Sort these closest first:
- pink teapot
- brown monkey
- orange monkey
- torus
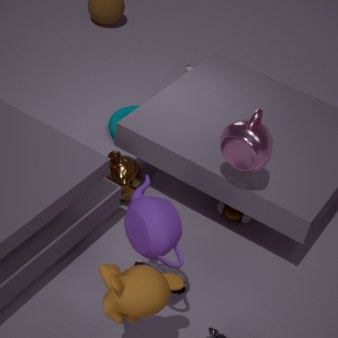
orange monkey → pink teapot → brown monkey → torus
